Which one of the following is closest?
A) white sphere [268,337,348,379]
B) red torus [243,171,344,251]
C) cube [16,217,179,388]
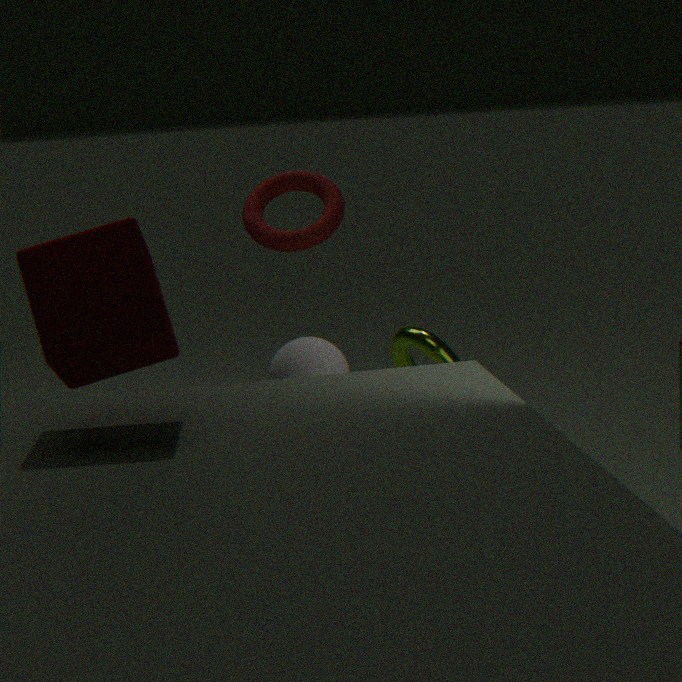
cube [16,217,179,388]
